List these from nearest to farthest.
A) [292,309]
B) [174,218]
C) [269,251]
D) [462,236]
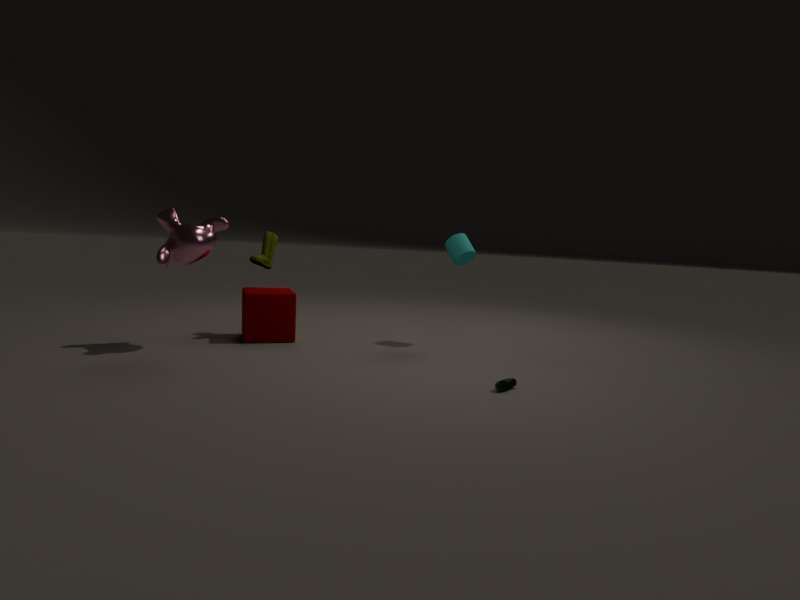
[174,218] < [292,309] < [462,236] < [269,251]
